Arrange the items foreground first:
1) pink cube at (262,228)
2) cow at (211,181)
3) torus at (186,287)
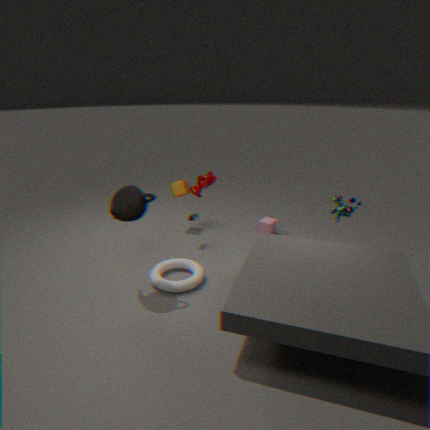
1. 2. cow at (211,181)
2. 3. torus at (186,287)
3. 1. pink cube at (262,228)
